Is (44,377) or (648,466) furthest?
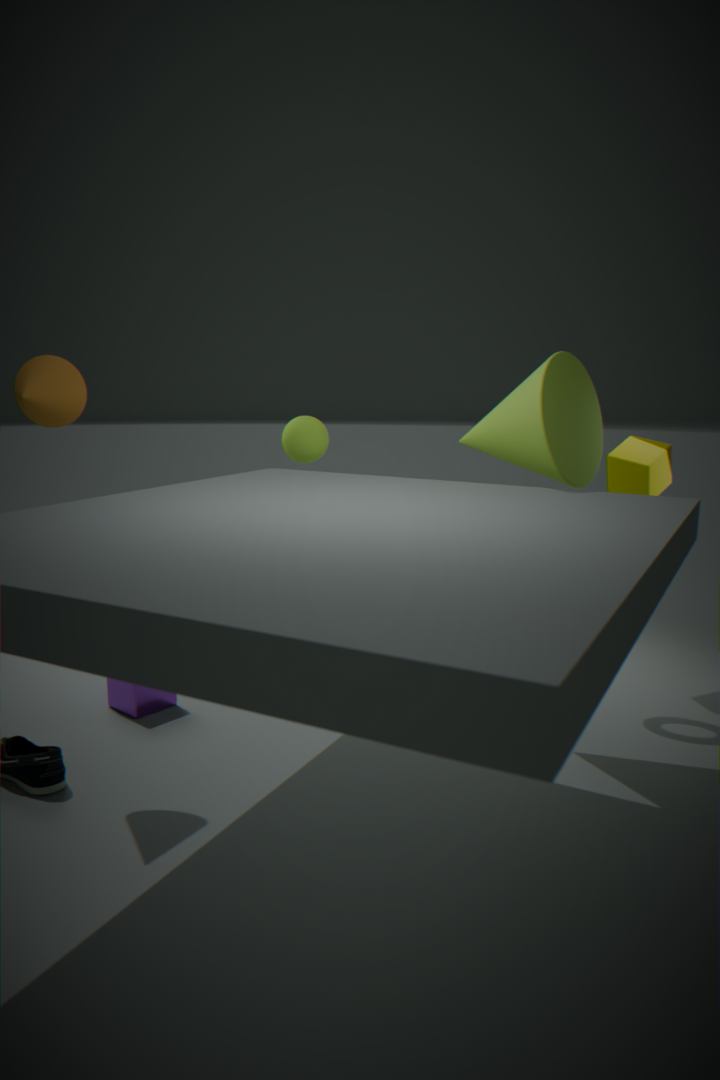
(648,466)
